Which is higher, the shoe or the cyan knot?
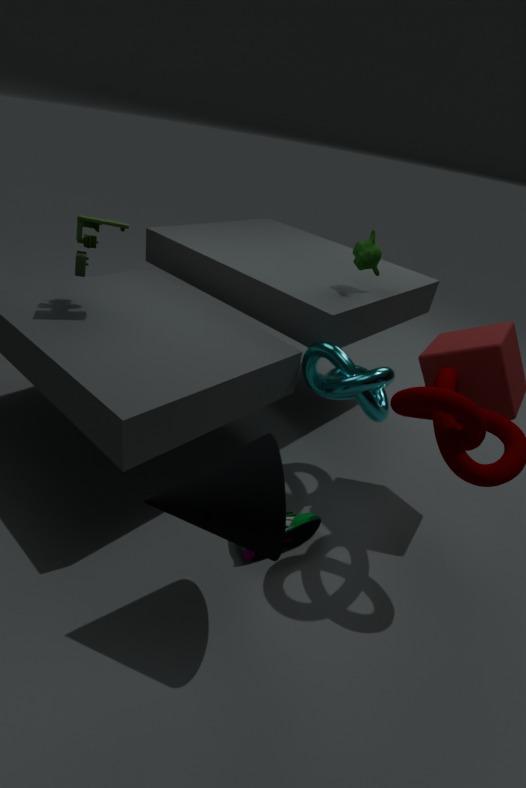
the cyan knot
